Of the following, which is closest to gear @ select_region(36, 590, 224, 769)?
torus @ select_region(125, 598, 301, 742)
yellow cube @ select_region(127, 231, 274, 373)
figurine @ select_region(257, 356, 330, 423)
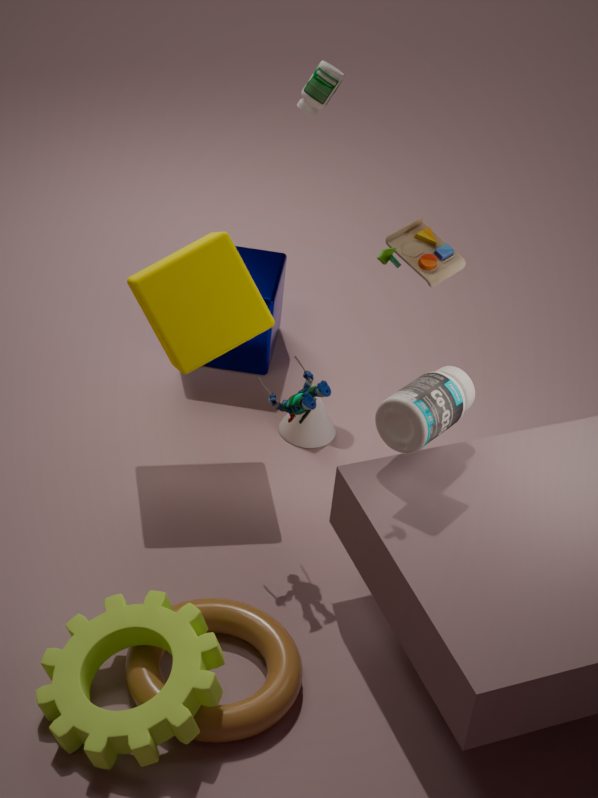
torus @ select_region(125, 598, 301, 742)
